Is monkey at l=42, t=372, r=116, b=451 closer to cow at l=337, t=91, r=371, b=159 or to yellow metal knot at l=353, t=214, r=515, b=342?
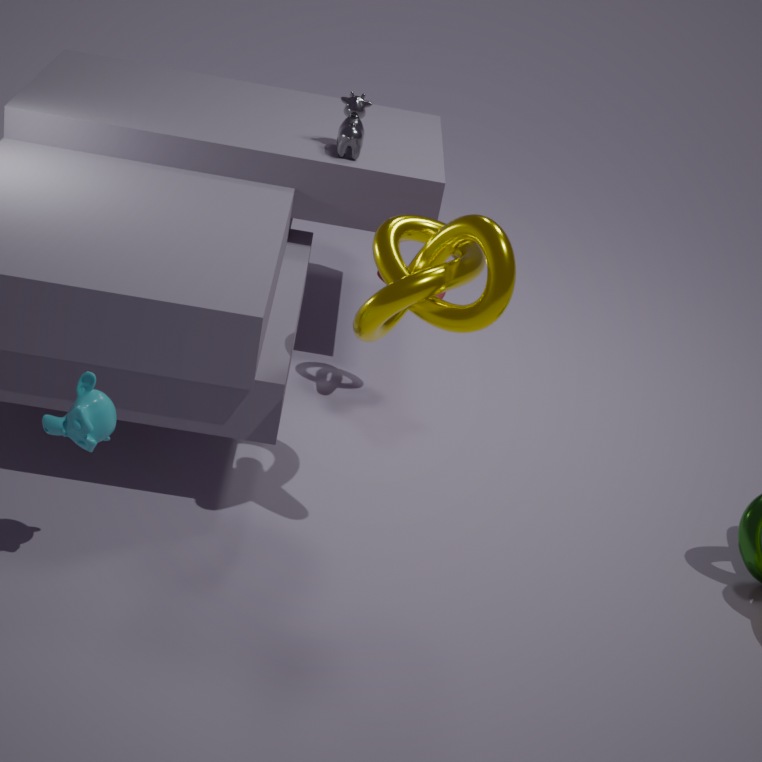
yellow metal knot at l=353, t=214, r=515, b=342
